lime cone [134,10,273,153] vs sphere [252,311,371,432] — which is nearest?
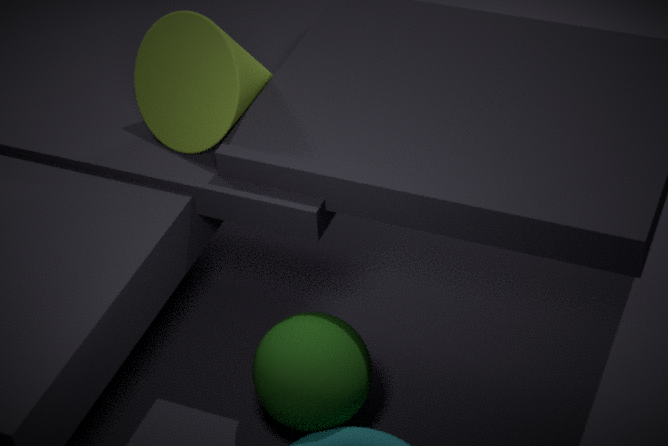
sphere [252,311,371,432]
